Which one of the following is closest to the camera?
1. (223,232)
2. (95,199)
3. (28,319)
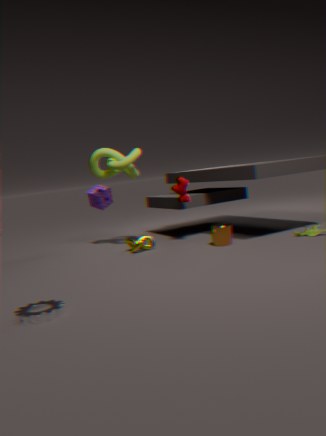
(28,319)
